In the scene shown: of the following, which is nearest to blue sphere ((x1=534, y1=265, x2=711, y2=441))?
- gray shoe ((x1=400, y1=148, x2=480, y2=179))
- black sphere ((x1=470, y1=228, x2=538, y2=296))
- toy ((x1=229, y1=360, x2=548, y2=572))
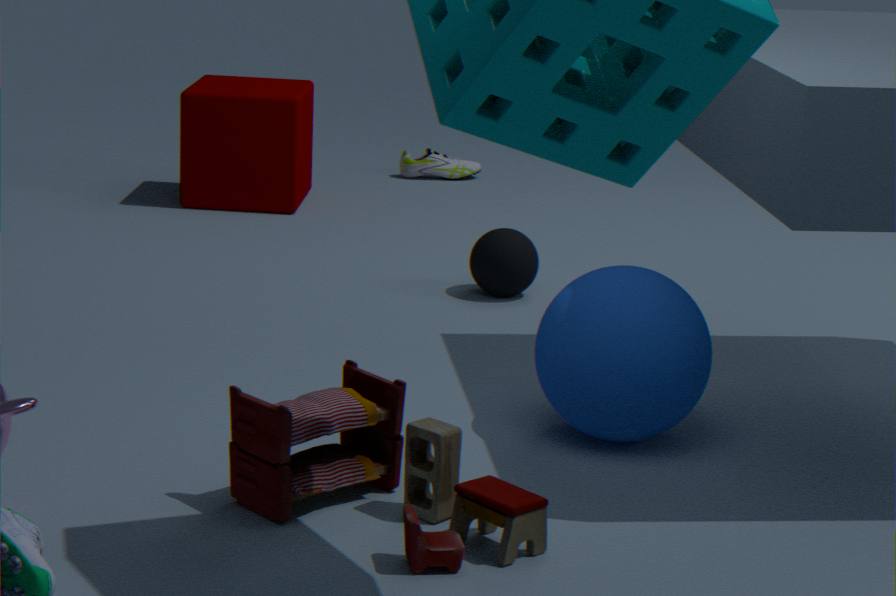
toy ((x1=229, y1=360, x2=548, y2=572))
